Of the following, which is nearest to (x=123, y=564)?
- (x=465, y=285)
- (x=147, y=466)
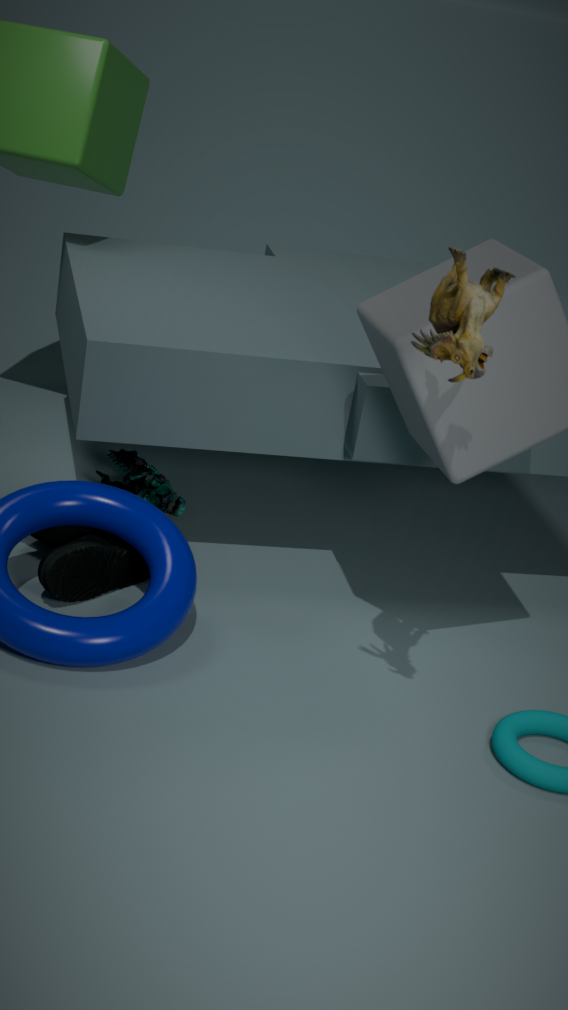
(x=147, y=466)
